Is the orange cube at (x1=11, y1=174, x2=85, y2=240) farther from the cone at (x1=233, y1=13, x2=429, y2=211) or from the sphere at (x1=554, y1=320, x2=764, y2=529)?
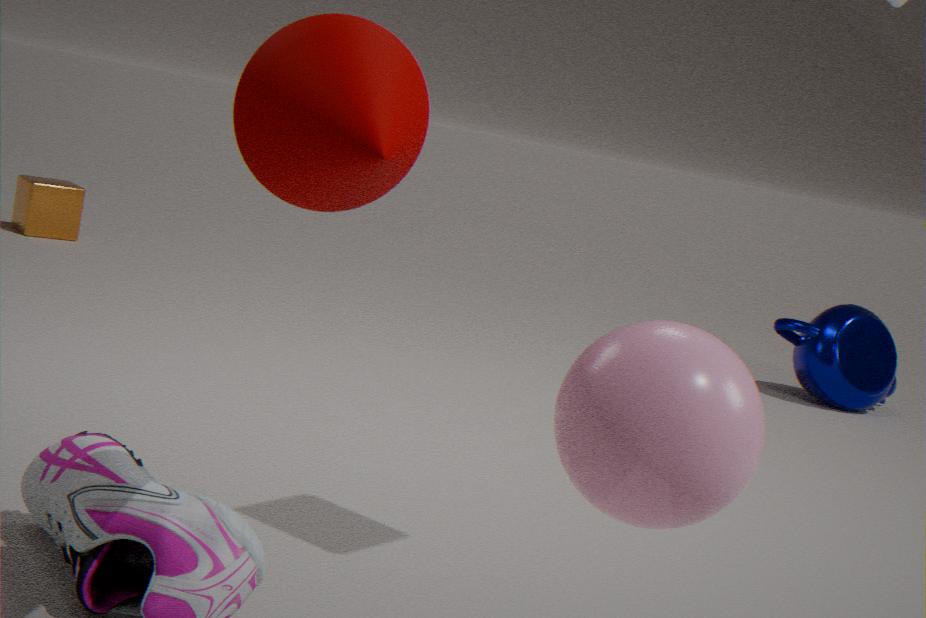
the sphere at (x1=554, y1=320, x2=764, y2=529)
